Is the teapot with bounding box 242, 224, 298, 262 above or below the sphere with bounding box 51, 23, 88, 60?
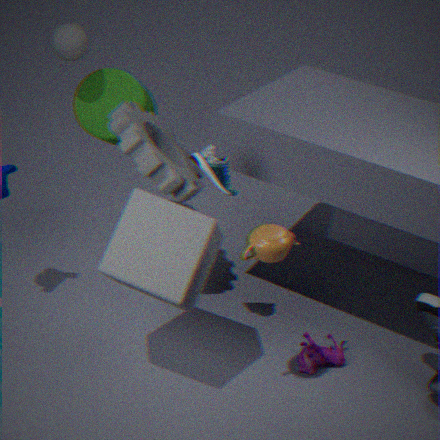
below
